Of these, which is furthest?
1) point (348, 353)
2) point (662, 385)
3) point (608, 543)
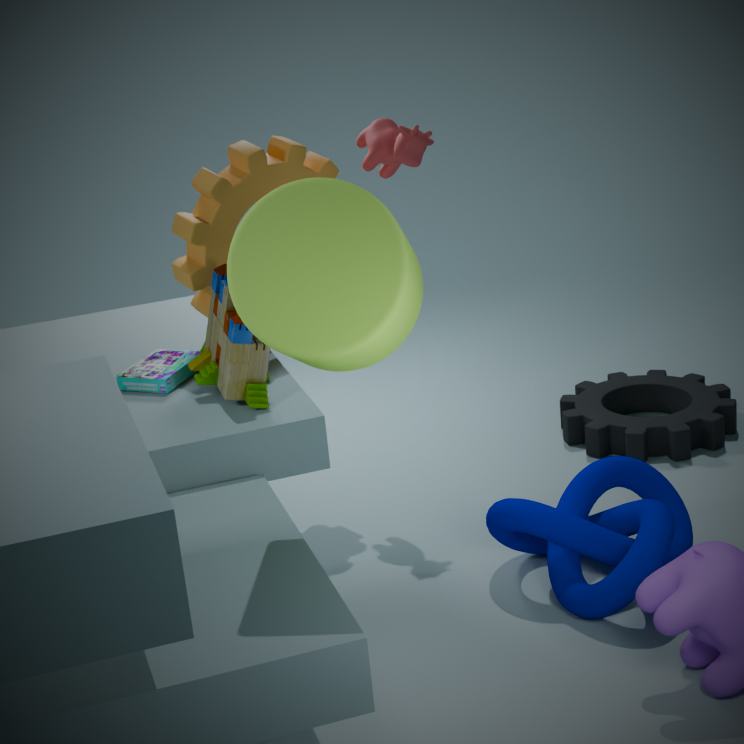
2. point (662, 385)
